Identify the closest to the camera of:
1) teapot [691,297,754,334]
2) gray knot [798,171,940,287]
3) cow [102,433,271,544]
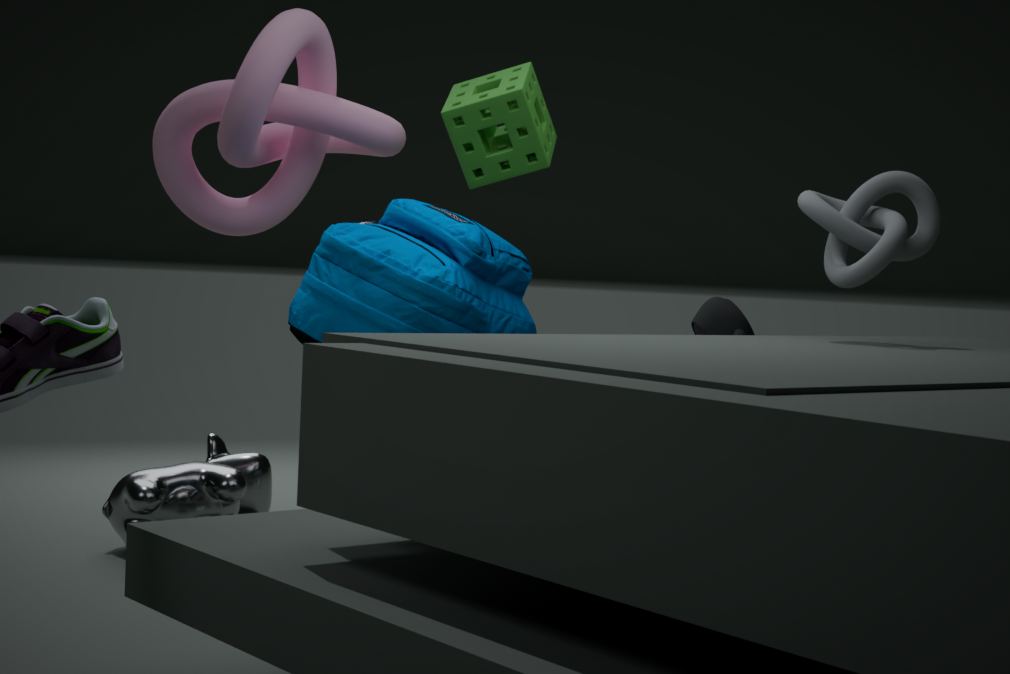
2. gray knot [798,171,940,287]
